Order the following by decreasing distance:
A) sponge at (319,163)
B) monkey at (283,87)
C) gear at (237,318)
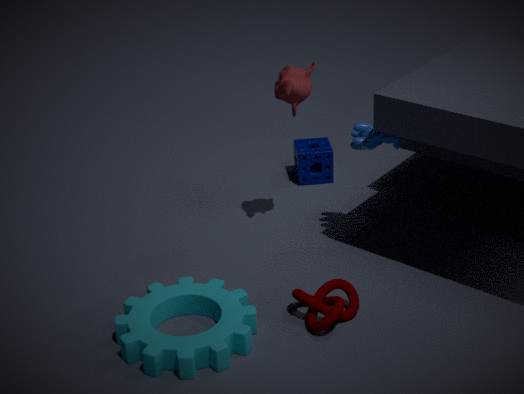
sponge at (319,163), monkey at (283,87), gear at (237,318)
